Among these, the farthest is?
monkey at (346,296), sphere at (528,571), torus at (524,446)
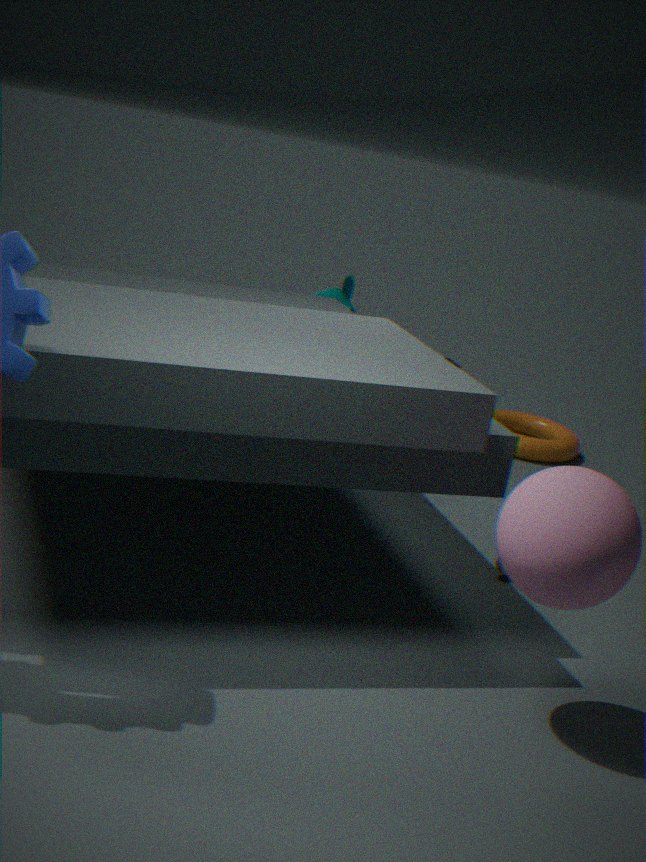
monkey at (346,296)
